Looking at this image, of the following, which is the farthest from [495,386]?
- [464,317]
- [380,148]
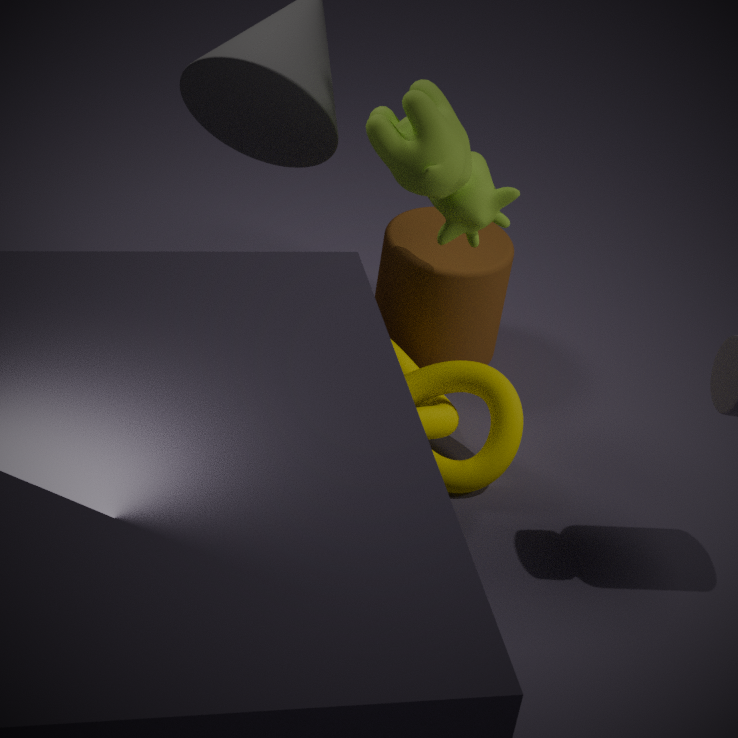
[380,148]
